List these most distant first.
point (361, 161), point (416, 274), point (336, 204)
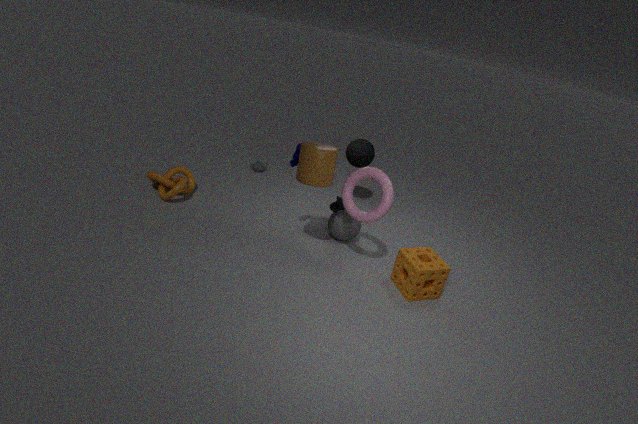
point (361, 161) < point (336, 204) < point (416, 274)
